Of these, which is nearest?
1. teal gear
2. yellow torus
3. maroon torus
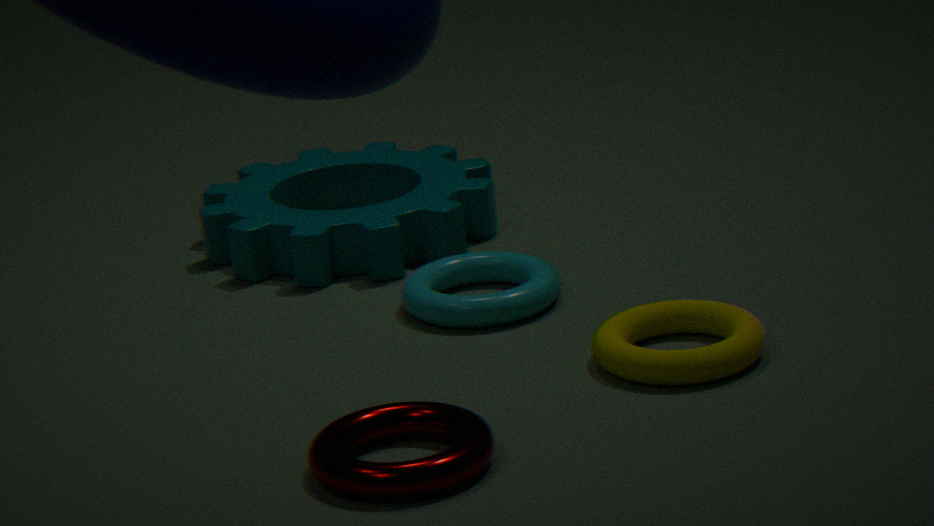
maroon torus
